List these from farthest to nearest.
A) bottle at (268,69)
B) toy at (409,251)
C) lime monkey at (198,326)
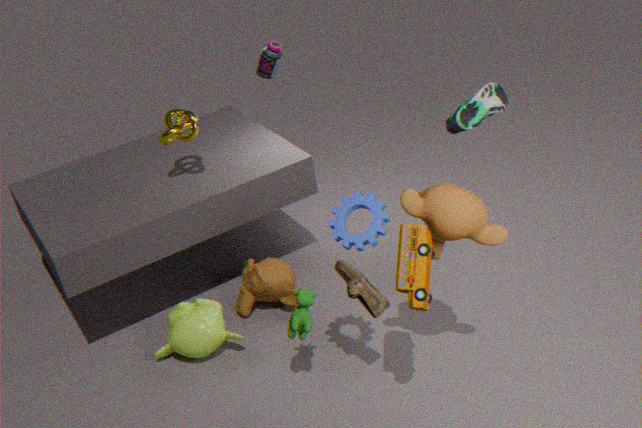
1. bottle at (268,69)
2. lime monkey at (198,326)
3. toy at (409,251)
